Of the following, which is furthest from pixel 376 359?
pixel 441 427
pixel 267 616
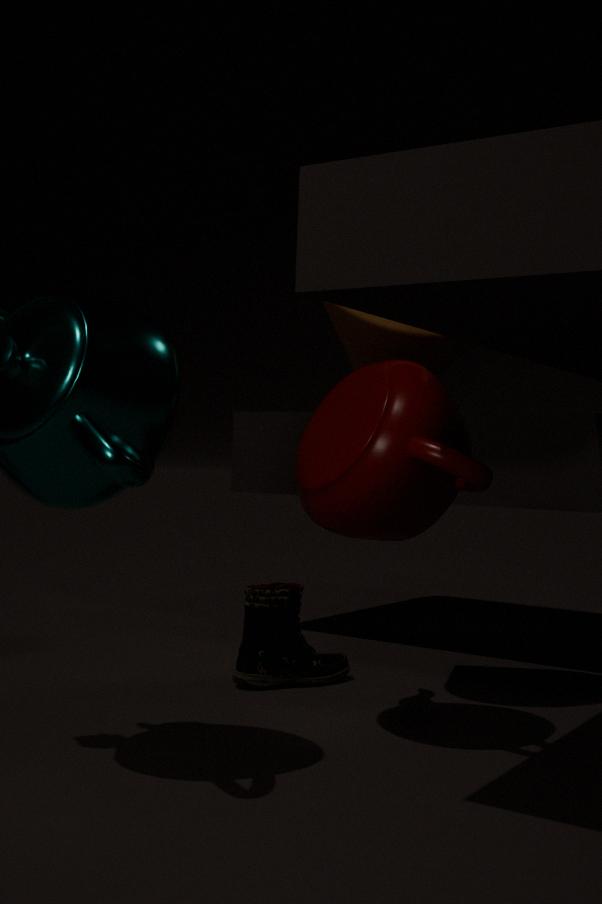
pixel 267 616
